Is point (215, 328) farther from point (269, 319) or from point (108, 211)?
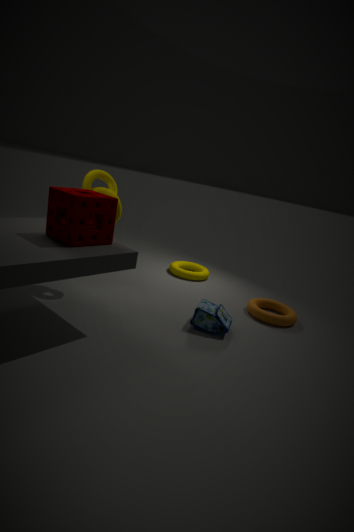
point (108, 211)
